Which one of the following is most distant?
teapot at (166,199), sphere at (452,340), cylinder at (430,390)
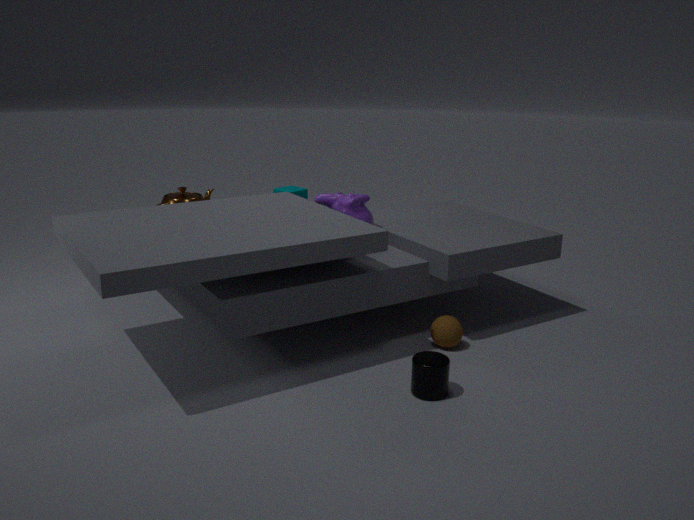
teapot at (166,199)
